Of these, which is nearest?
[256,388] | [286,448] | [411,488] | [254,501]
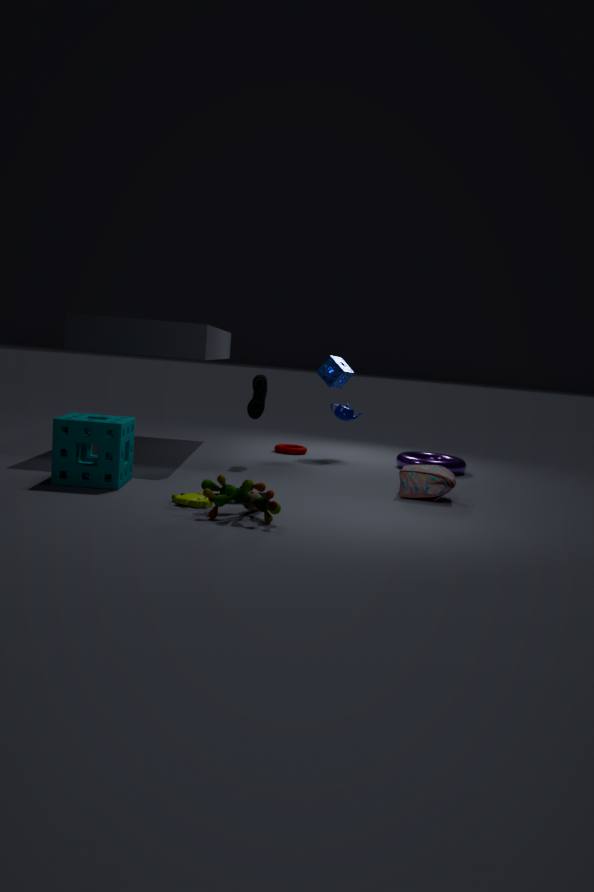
[254,501]
